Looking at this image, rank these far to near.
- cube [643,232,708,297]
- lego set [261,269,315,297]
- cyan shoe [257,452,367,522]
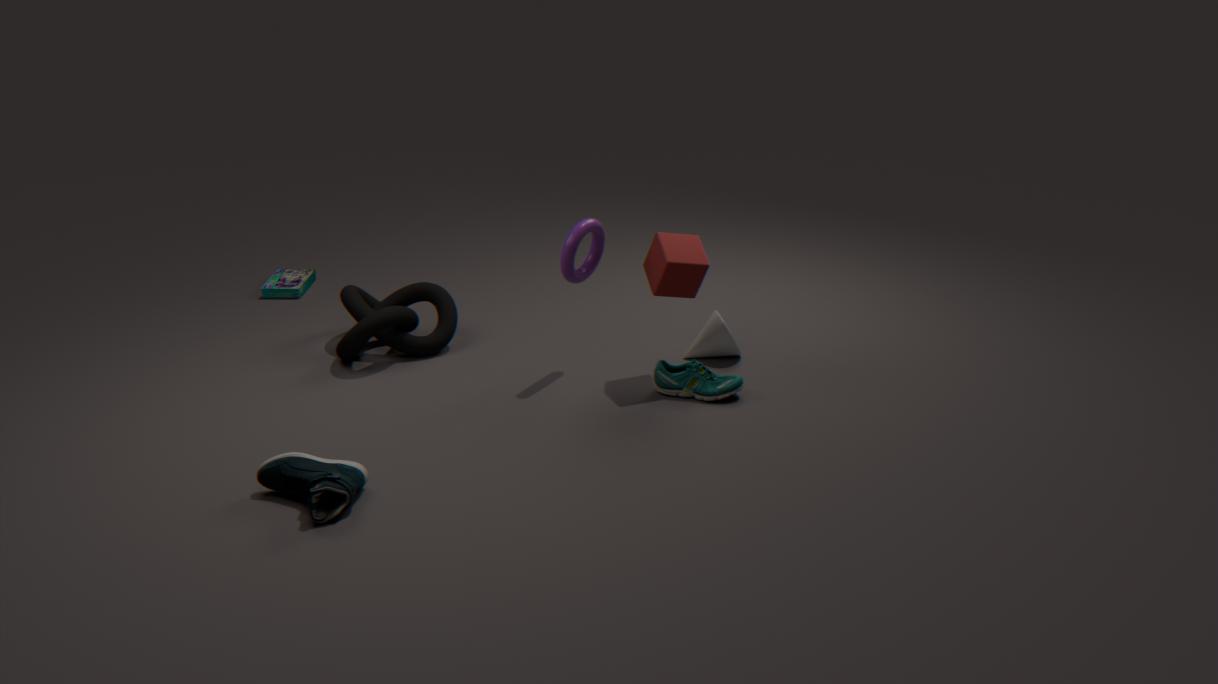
lego set [261,269,315,297] → cube [643,232,708,297] → cyan shoe [257,452,367,522]
